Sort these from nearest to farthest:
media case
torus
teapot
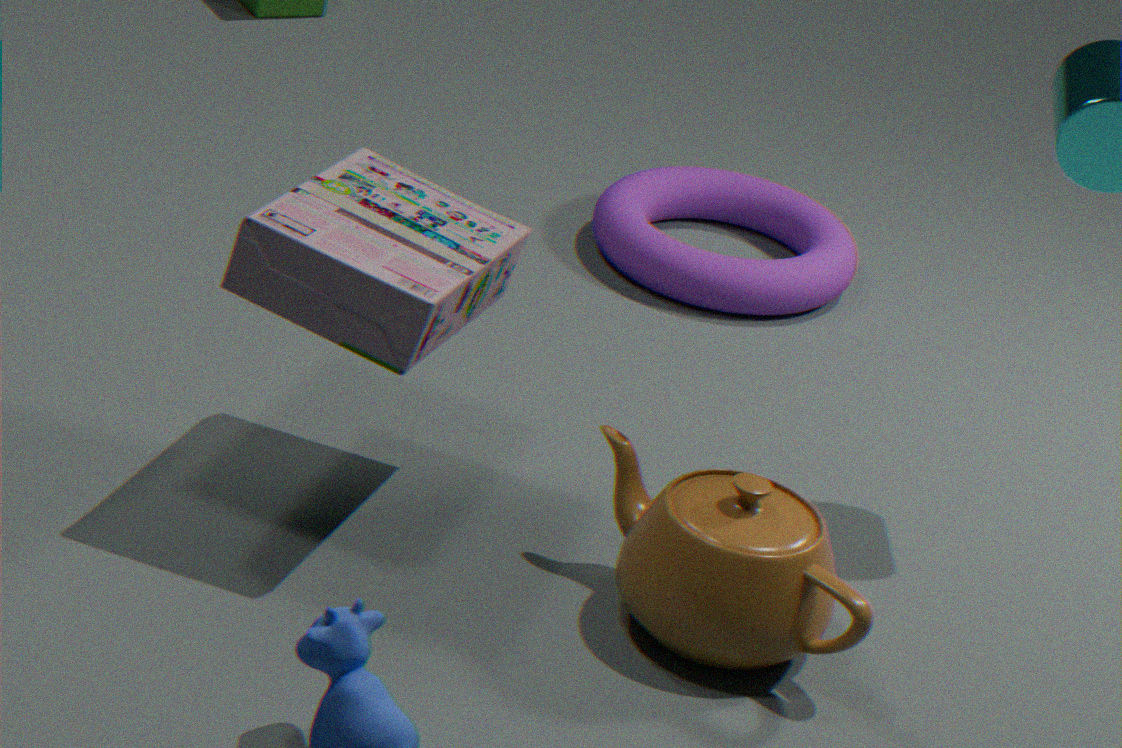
media case, teapot, torus
